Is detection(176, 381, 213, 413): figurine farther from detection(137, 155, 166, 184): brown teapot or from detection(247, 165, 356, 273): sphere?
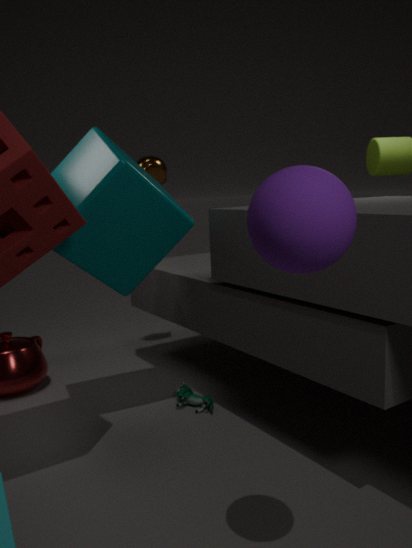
detection(247, 165, 356, 273): sphere
